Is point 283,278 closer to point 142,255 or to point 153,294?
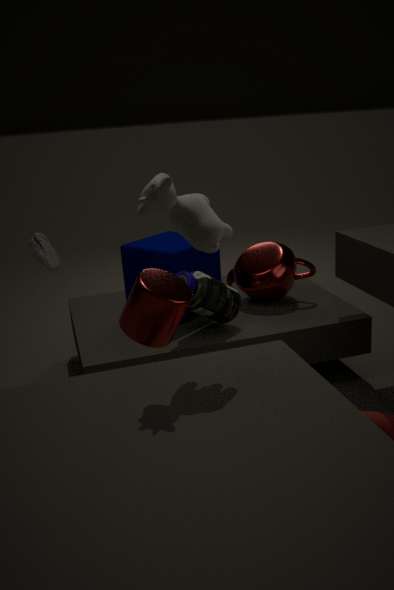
point 142,255
